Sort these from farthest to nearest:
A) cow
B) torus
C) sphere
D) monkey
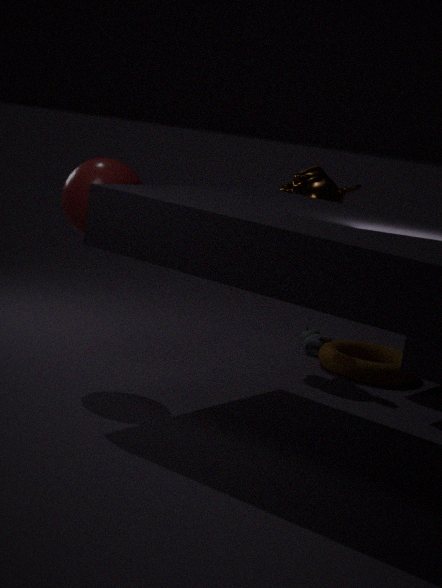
cow → torus → monkey → sphere
